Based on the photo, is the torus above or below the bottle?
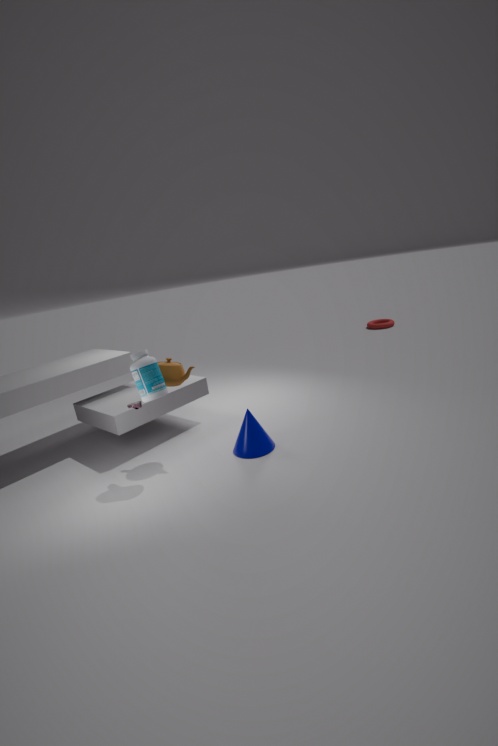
below
